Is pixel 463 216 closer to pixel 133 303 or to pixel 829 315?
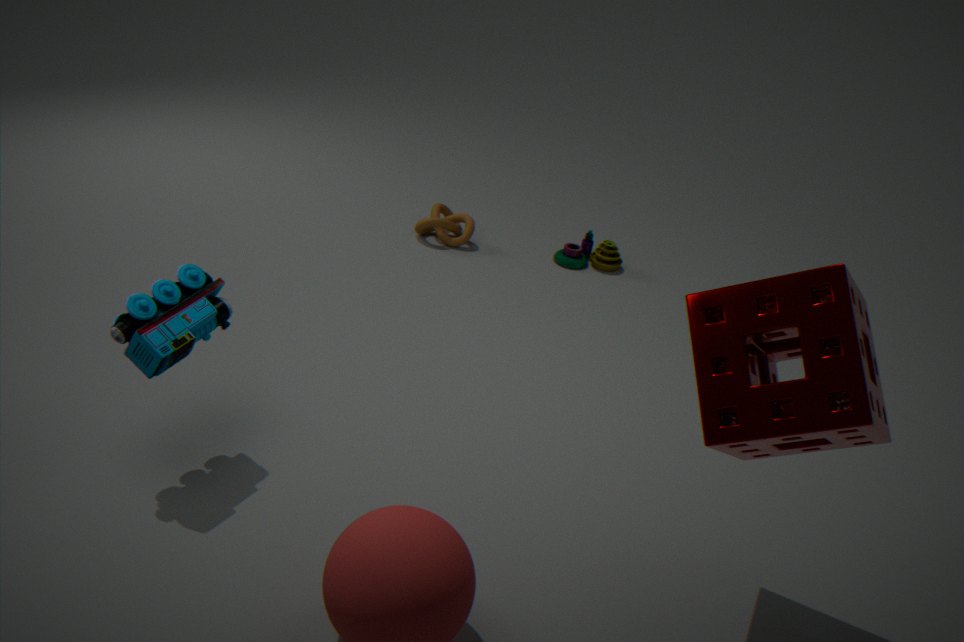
pixel 133 303
